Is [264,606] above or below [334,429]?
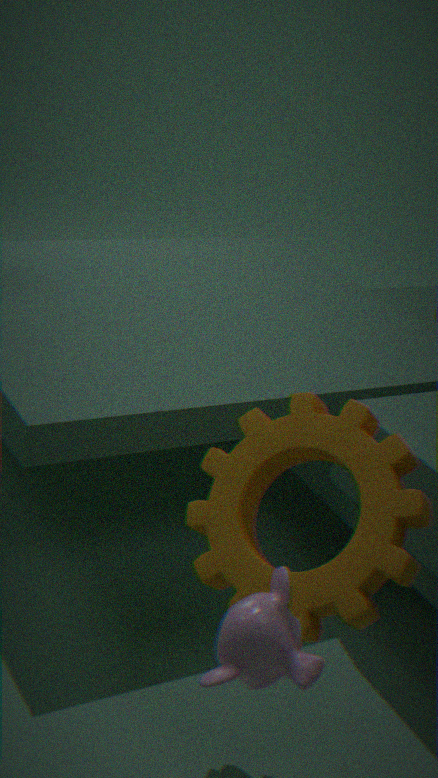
above
